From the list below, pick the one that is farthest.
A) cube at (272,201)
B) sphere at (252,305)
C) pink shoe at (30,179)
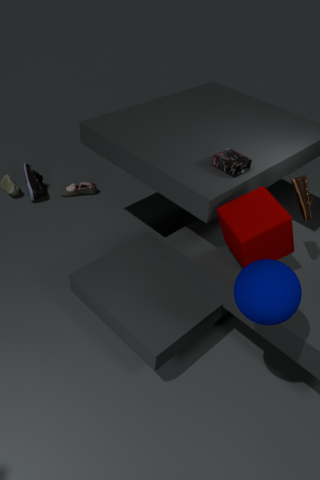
pink shoe at (30,179)
